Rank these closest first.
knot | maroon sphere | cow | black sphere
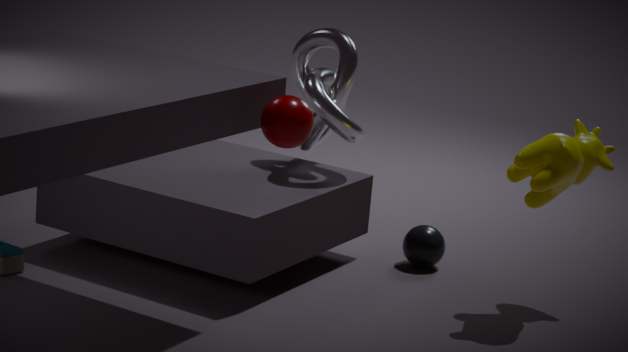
maroon sphere → cow → knot → black sphere
